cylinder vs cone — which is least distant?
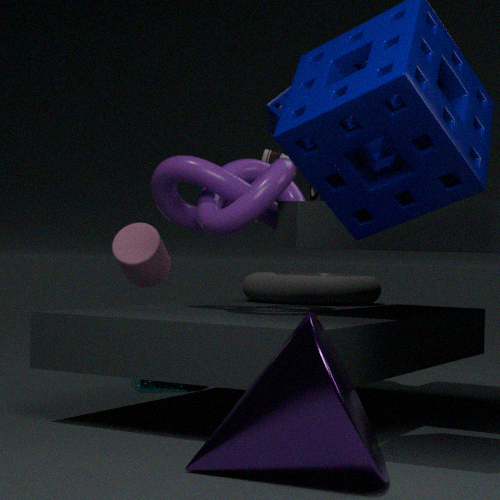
cone
